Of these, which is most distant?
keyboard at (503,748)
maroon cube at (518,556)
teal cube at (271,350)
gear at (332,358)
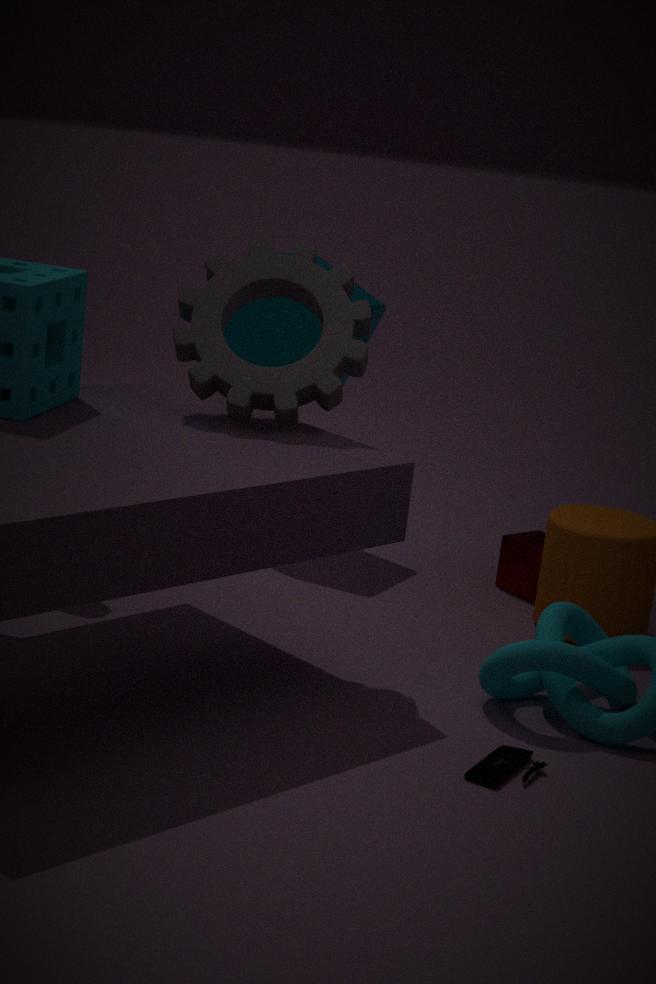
teal cube at (271,350)
